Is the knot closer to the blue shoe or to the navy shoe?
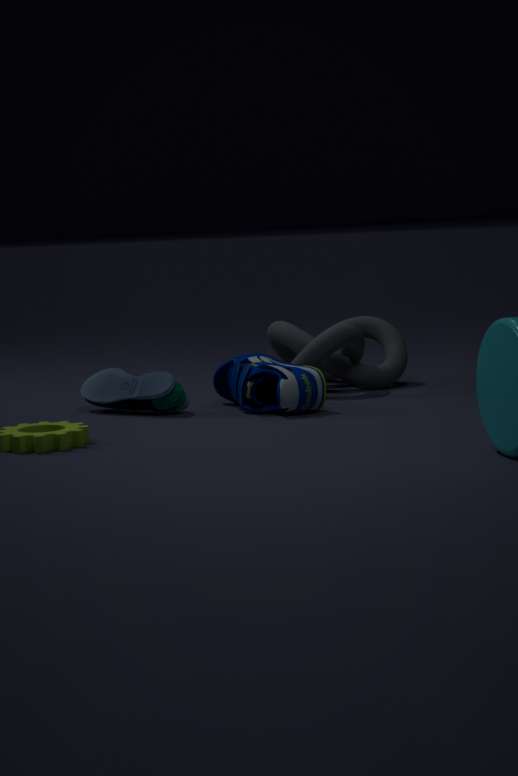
the navy shoe
